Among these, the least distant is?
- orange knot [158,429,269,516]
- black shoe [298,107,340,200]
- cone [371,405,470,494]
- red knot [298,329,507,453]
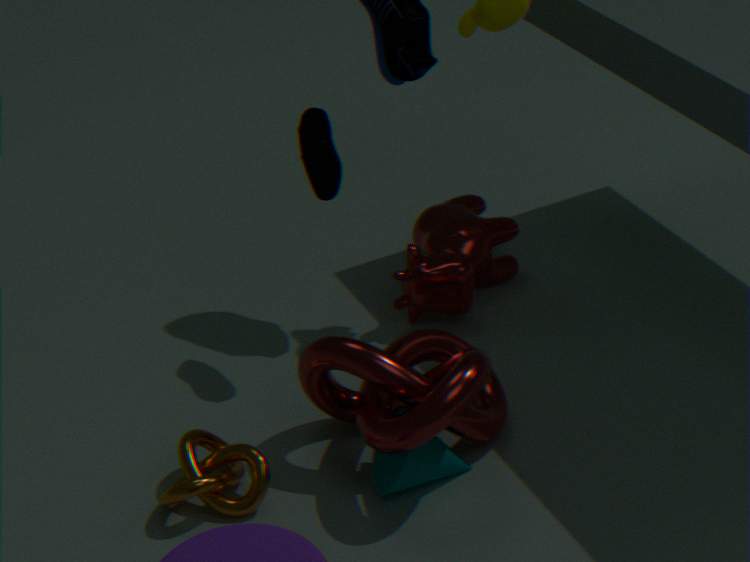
red knot [298,329,507,453]
